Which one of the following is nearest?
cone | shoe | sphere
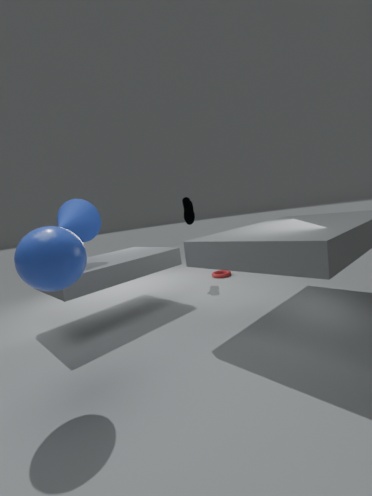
sphere
